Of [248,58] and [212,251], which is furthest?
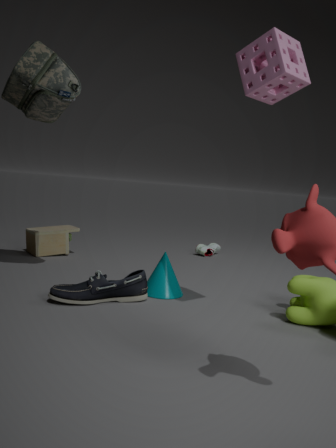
[212,251]
